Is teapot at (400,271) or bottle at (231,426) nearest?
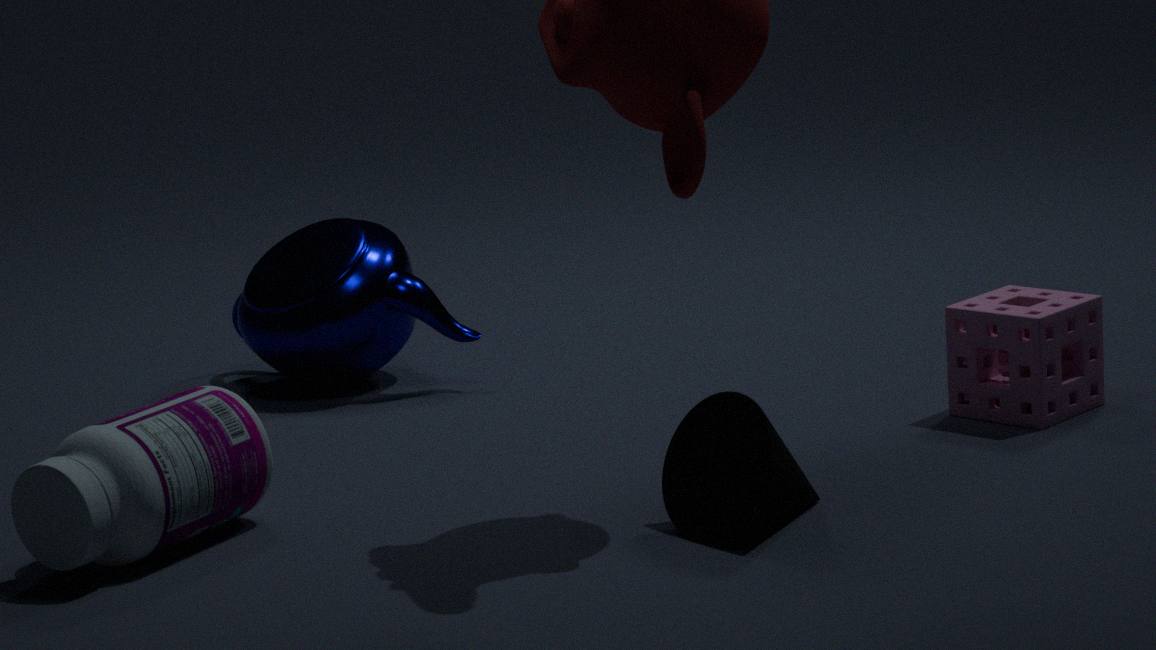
bottle at (231,426)
